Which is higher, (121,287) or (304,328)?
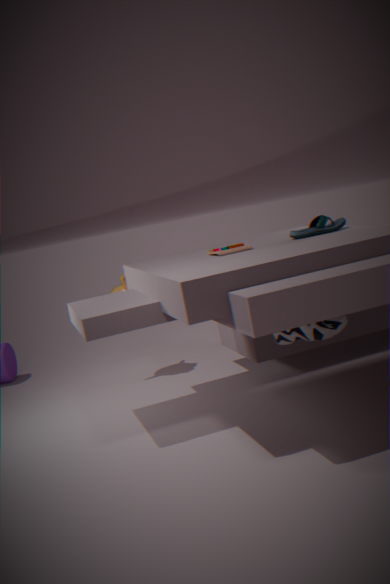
(121,287)
